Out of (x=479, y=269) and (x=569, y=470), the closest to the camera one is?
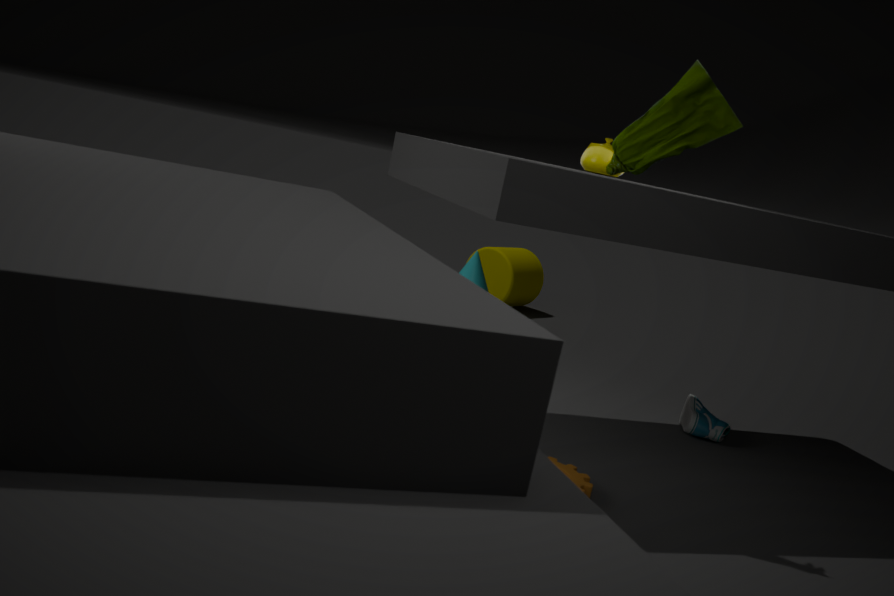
(x=569, y=470)
